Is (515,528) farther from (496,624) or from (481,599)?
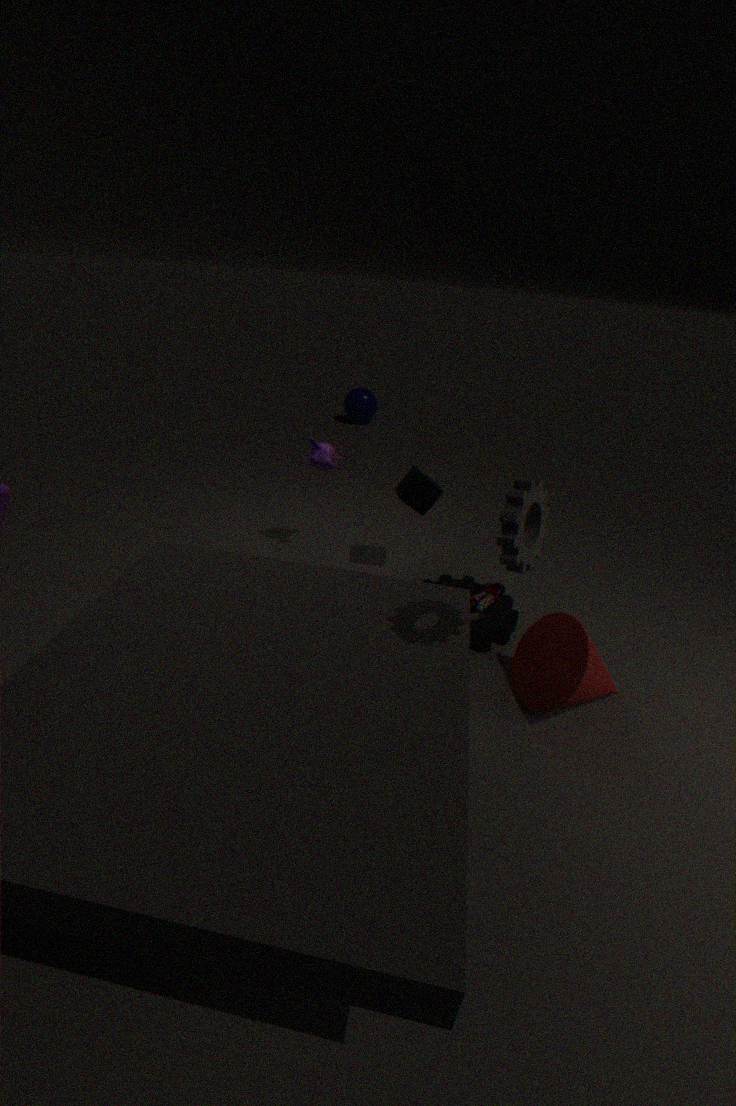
(496,624)
